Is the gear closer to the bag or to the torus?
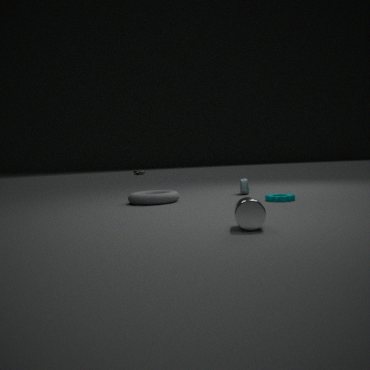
the bag
